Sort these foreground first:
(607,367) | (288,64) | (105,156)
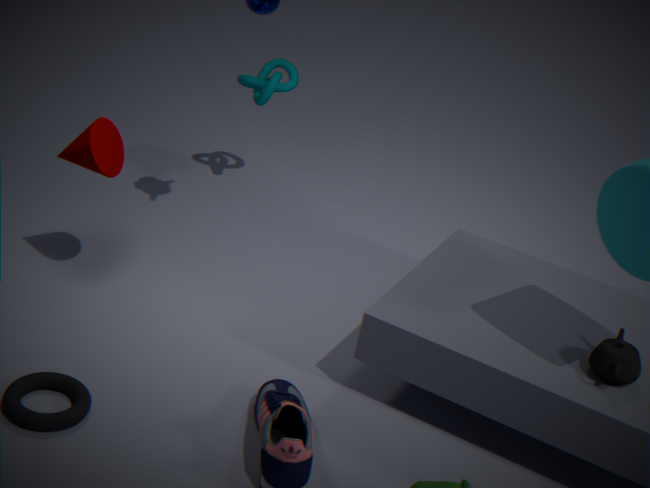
(607,367) → (105,156) → (288,64)
